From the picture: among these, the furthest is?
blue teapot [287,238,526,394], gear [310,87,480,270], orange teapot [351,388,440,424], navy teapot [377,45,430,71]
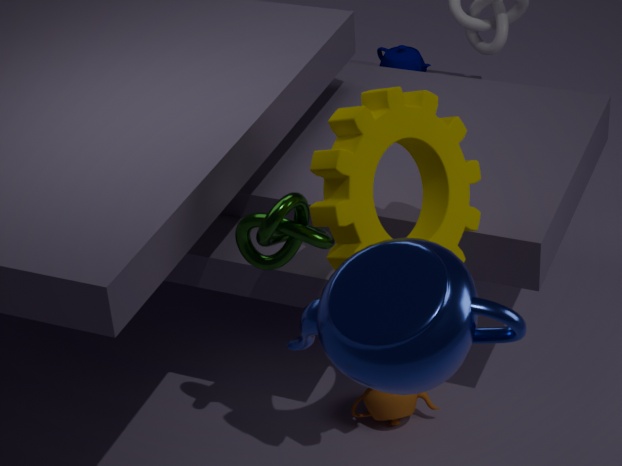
navy teapot [377,45,430,71]
